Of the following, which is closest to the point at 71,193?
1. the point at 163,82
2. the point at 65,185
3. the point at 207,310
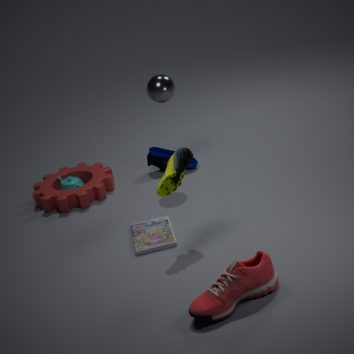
the point at 65,185
